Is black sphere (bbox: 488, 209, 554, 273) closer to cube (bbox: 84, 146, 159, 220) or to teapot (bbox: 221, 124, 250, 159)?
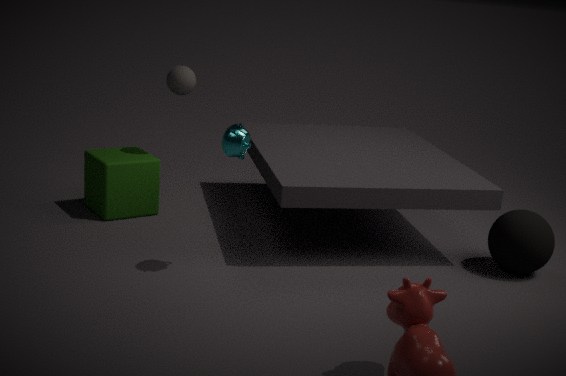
teapot (bbox: 221, 124, 250, 159)
